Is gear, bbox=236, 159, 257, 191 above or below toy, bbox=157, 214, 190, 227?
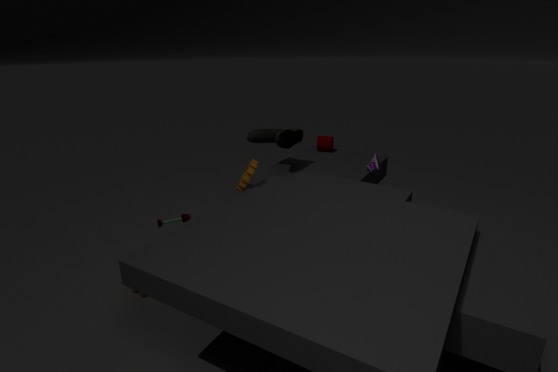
above
